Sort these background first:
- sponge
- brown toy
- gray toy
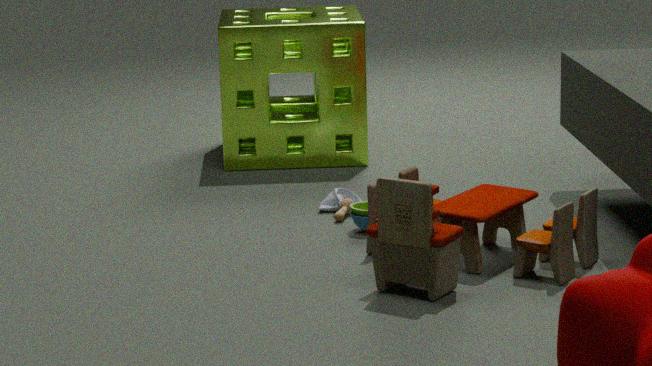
1. sponge
2. gray toy
3. brown toy
